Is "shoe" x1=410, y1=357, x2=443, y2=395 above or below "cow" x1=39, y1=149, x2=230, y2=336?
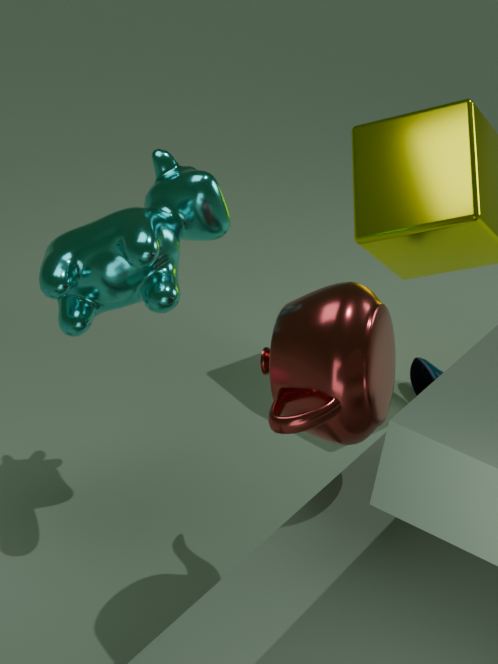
below
